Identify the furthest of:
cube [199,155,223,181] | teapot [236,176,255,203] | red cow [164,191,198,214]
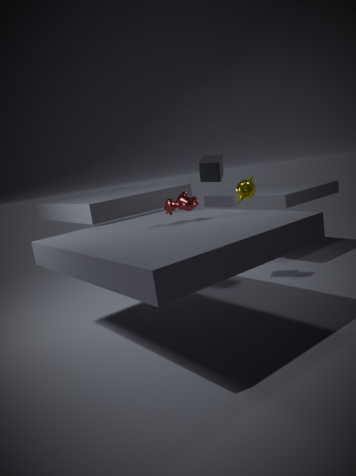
teapot [236,176,255,203]
